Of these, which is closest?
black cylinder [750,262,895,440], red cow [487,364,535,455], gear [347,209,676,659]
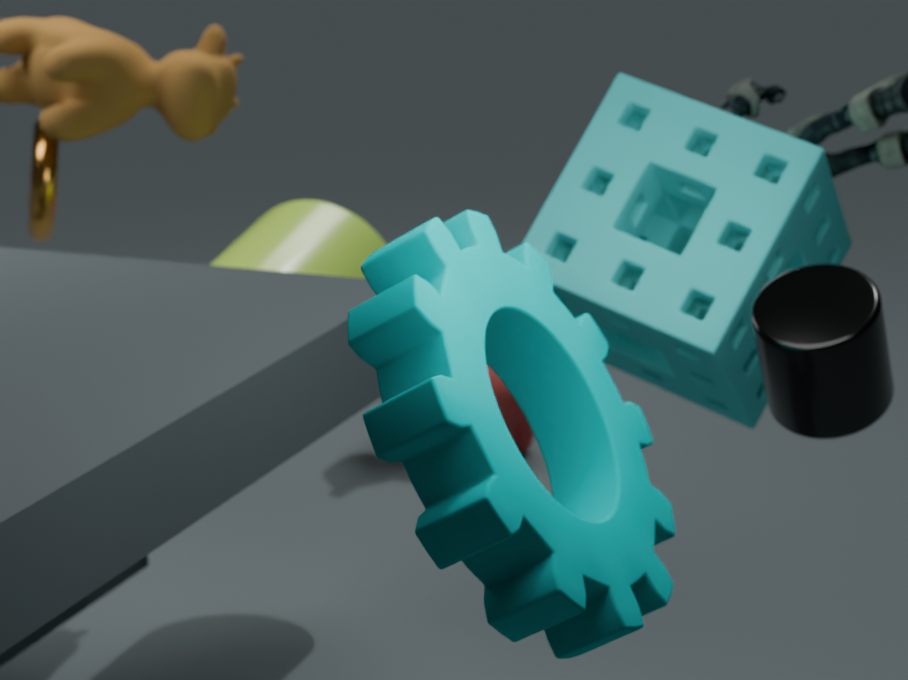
gear [347,209,676,659]
